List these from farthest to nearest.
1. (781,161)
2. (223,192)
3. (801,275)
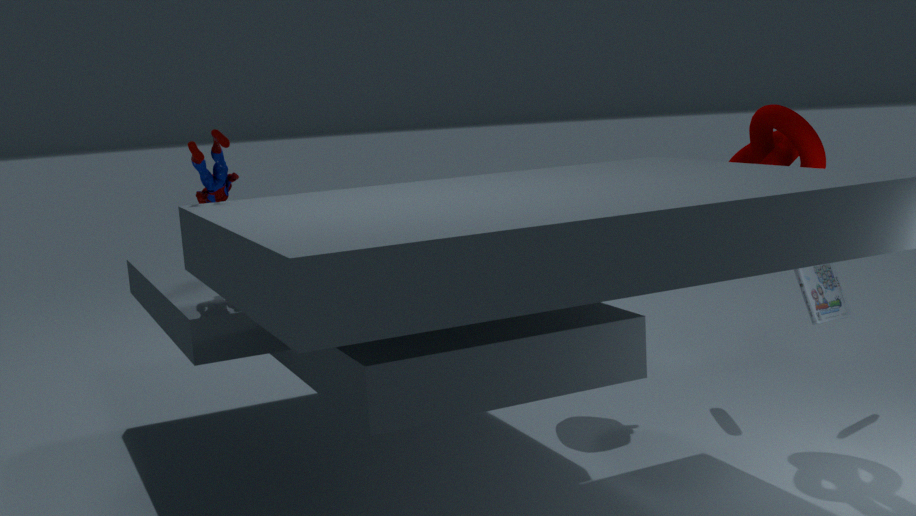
(801,275)
(781,161)
(223,192)
